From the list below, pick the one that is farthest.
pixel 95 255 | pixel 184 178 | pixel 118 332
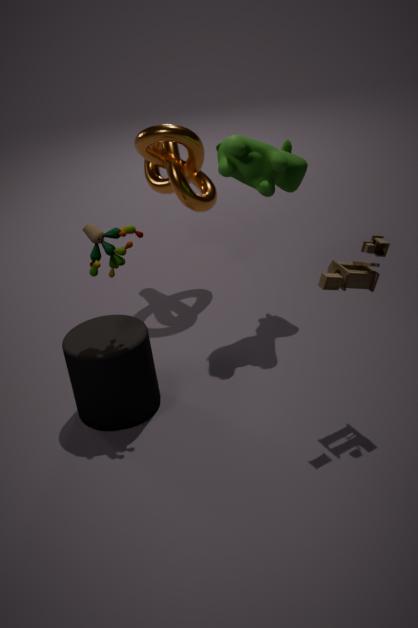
pixel 184 178
